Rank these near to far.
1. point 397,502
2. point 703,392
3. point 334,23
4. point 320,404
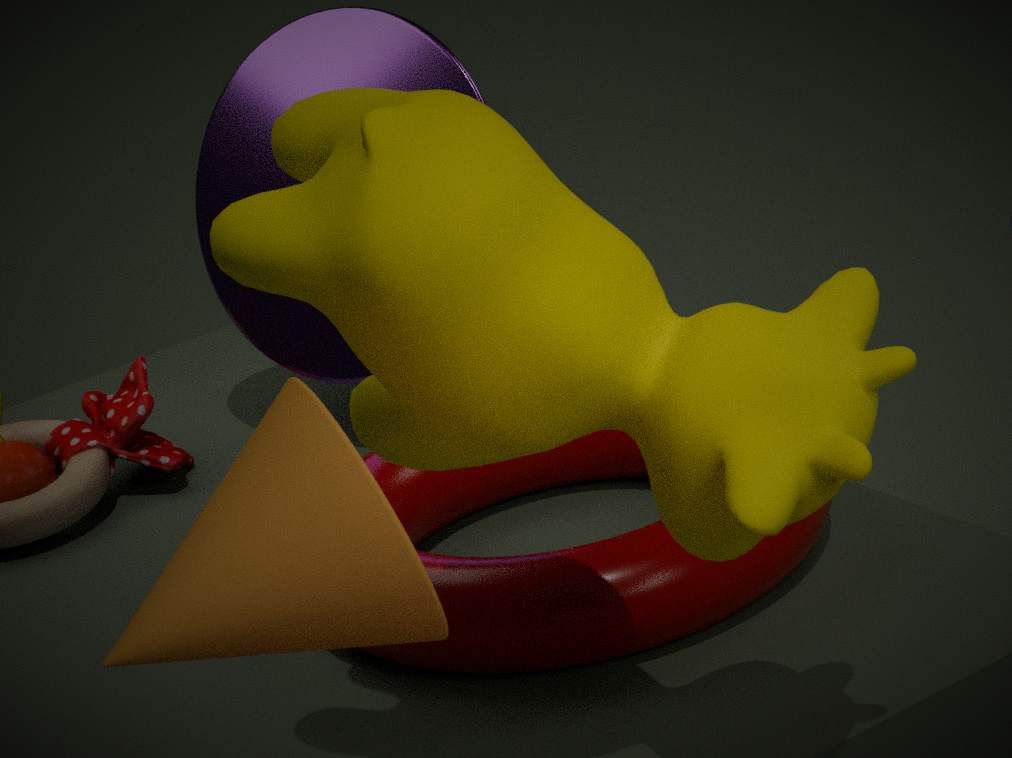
point 320,404 → point 703,392 → point 397,502 → point 334,23
